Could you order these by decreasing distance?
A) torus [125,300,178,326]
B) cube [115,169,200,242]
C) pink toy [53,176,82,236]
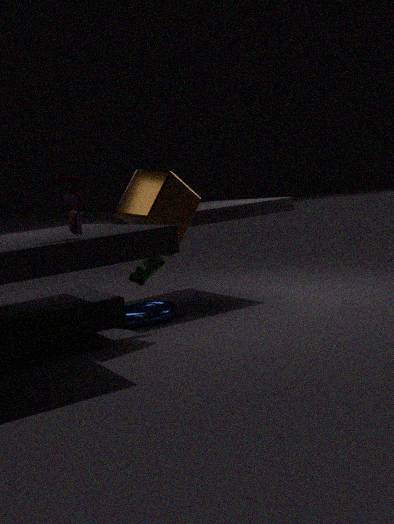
torus [125,300,178,326] → cube [115,169,200,242] → pink toy [53,176,82,236]
